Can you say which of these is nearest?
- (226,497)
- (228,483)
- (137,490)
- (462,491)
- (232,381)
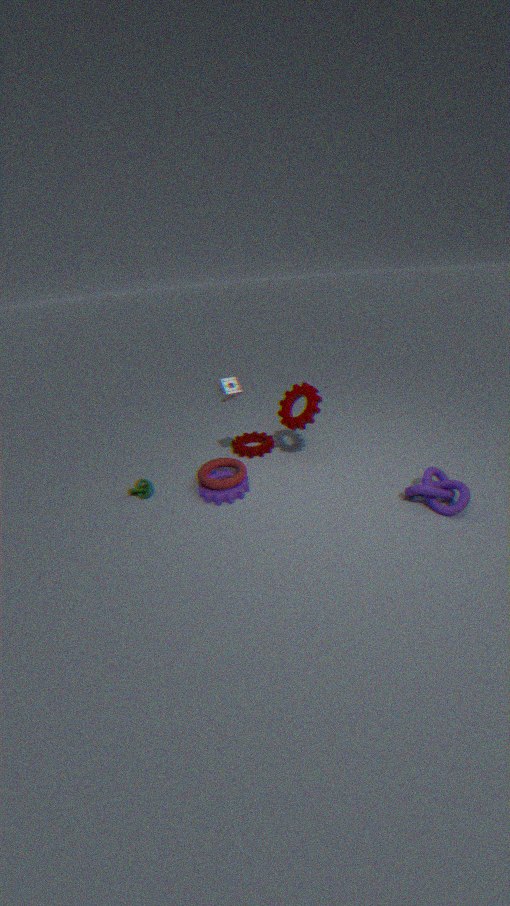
(462,491)
